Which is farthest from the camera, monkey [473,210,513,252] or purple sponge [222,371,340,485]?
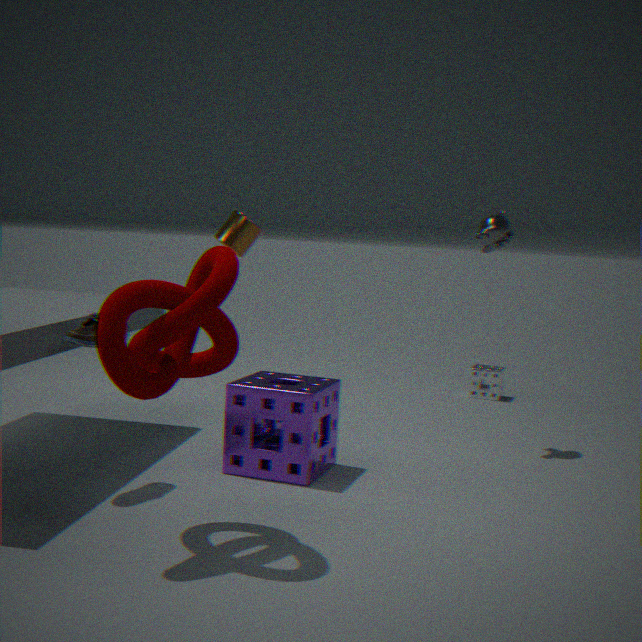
monkey [473,210,513,252]
